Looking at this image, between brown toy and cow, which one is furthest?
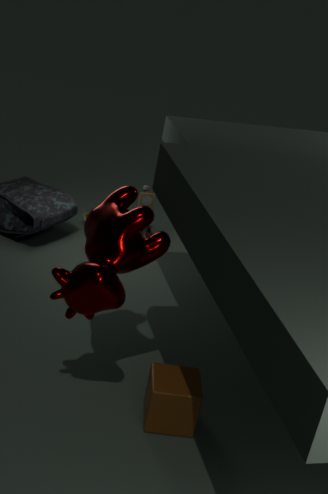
brown toy
